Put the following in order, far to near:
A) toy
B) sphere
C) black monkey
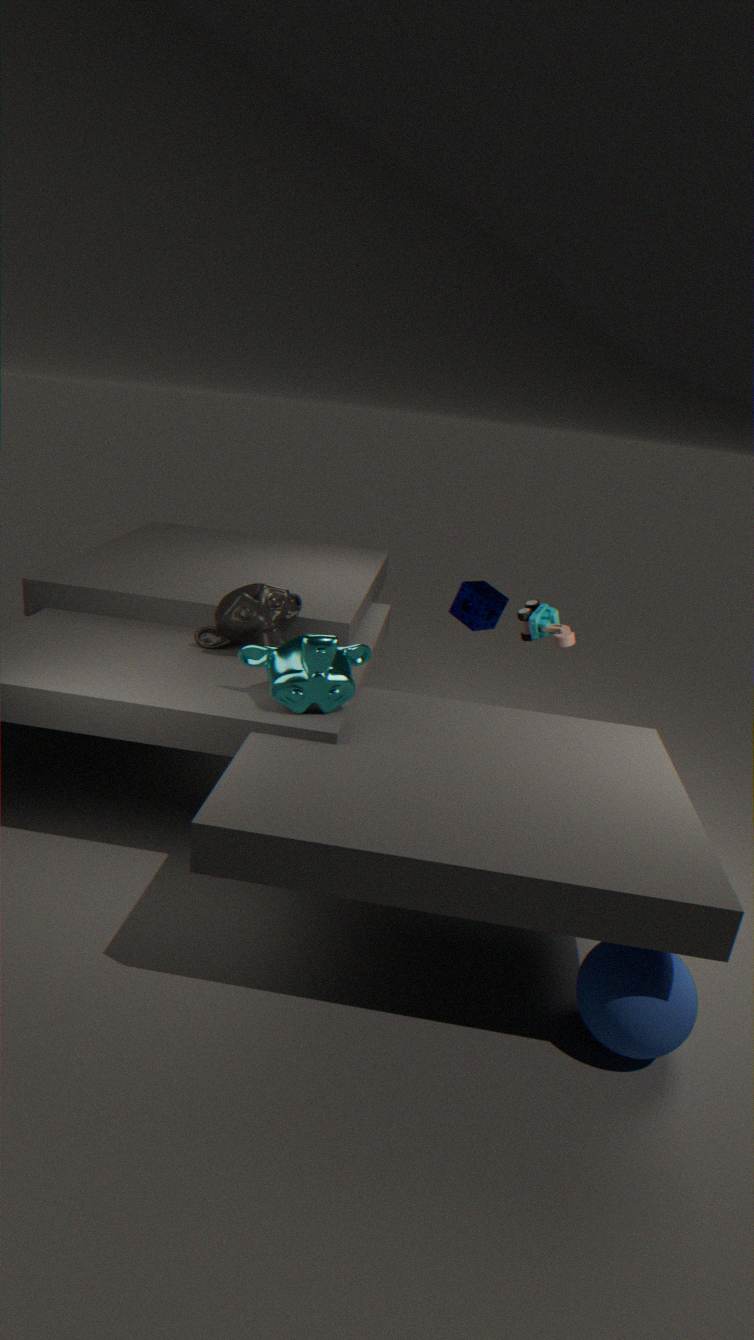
toy
black monkey
sphere
